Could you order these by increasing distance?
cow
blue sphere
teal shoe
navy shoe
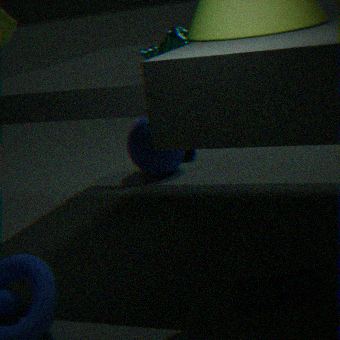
1. teal shoe
2. cow
3. blue sphere
4. navy shoe
